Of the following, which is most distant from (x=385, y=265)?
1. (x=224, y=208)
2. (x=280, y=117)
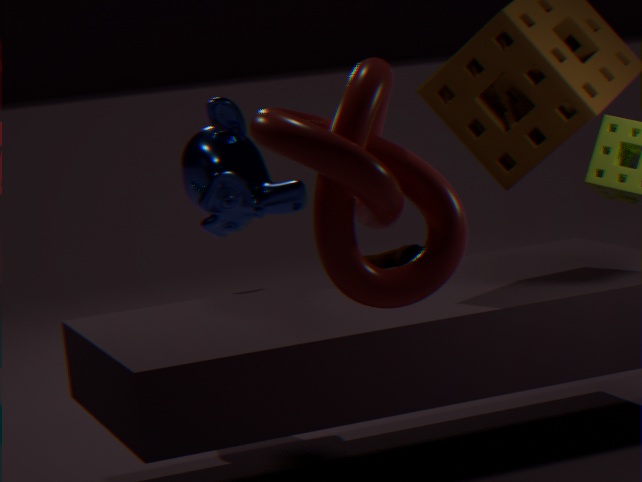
(x=280, y=117)
